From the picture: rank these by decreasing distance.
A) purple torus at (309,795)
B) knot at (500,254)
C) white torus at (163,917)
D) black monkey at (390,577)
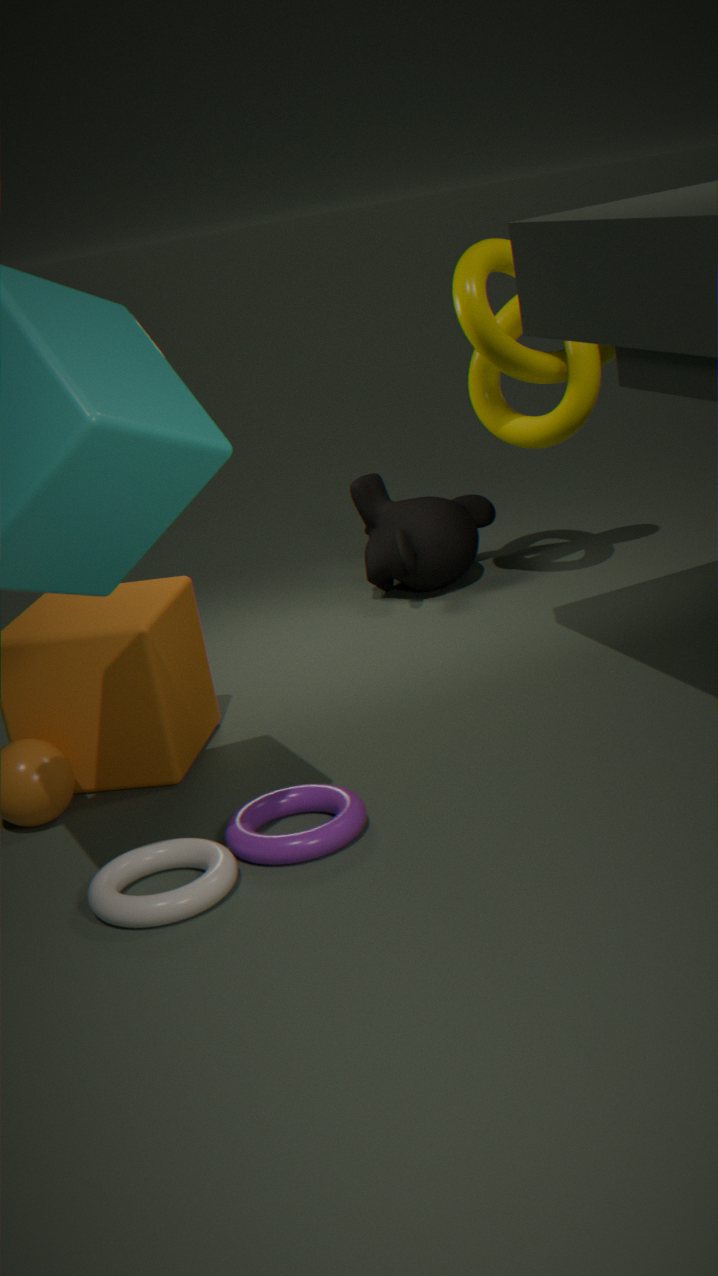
black monkey at (390,577) → knot at (500,254) → purple torus at (309,795) → white torus at (163,917)
